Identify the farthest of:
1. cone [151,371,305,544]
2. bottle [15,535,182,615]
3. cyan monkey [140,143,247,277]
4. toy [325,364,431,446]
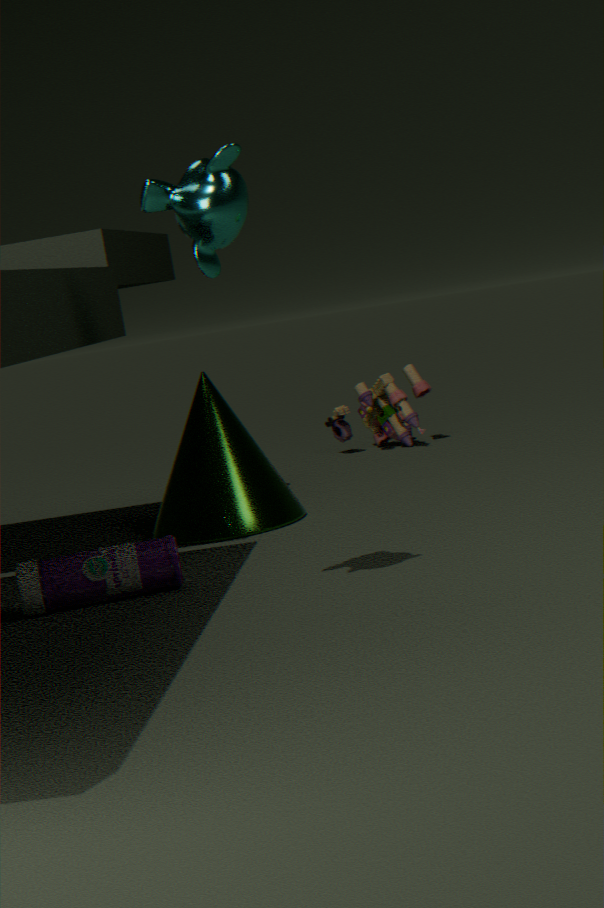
toy [325,364,431,446]
